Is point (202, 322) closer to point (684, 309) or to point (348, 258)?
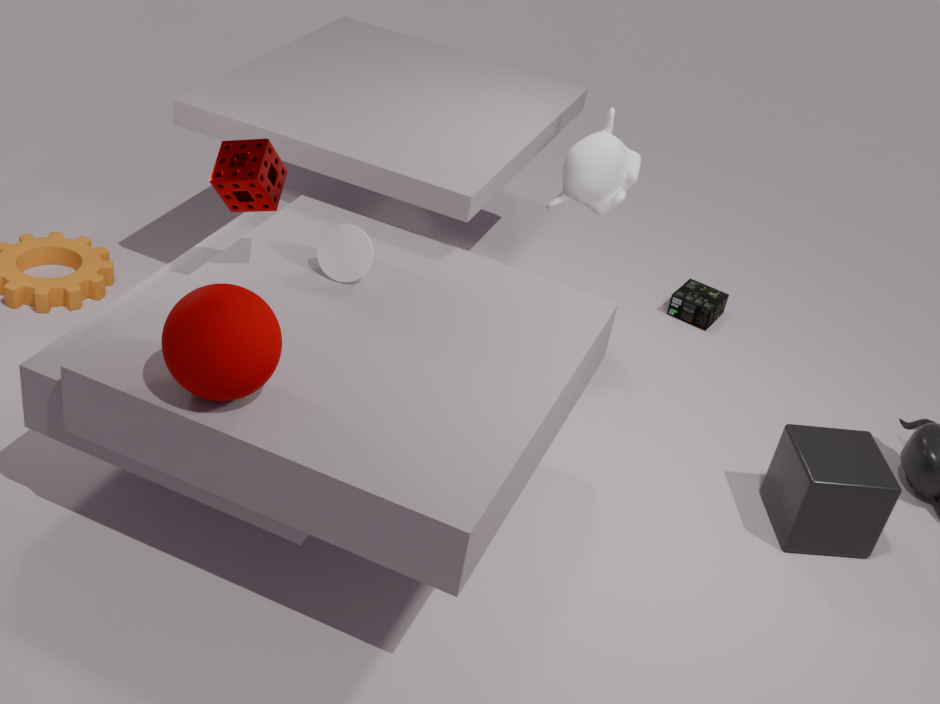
point (348, 258)
